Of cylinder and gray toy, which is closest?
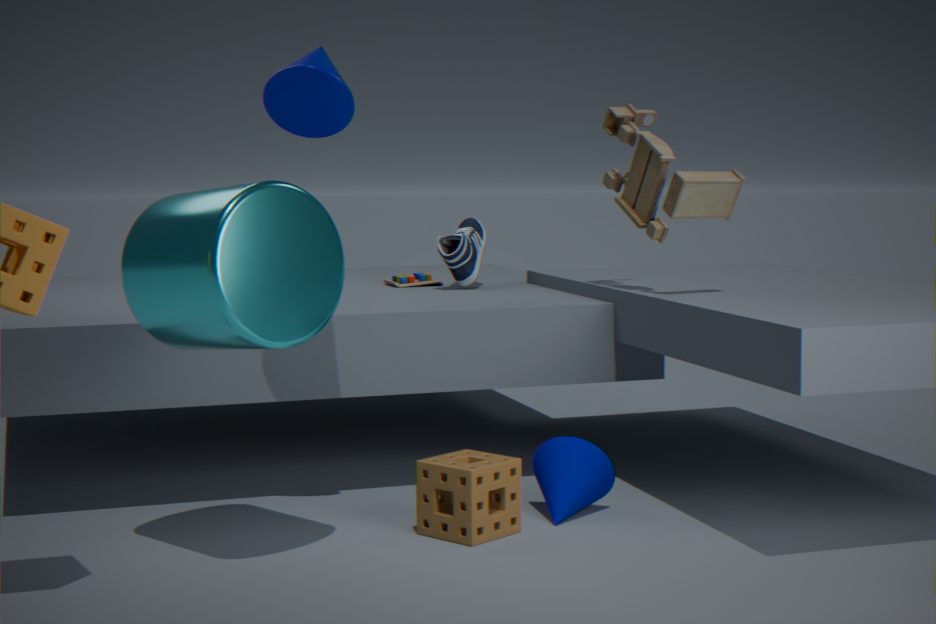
cylinder
